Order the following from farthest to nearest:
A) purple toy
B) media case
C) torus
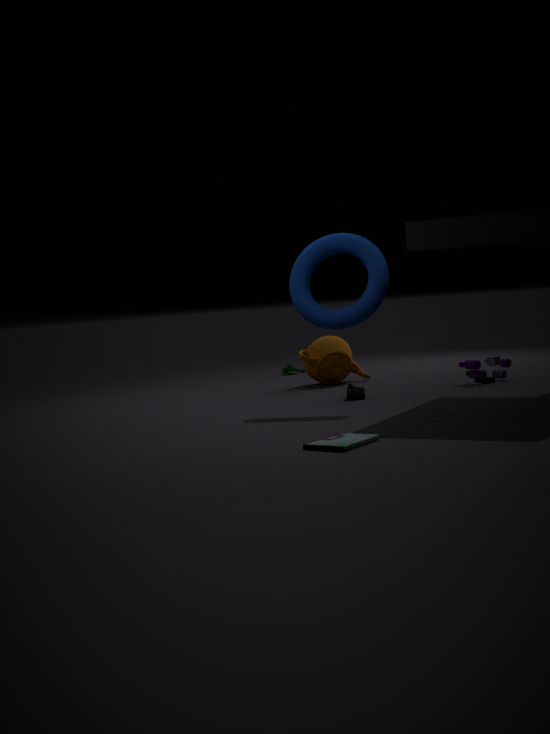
1. purple toy
2. torus
3. media case
